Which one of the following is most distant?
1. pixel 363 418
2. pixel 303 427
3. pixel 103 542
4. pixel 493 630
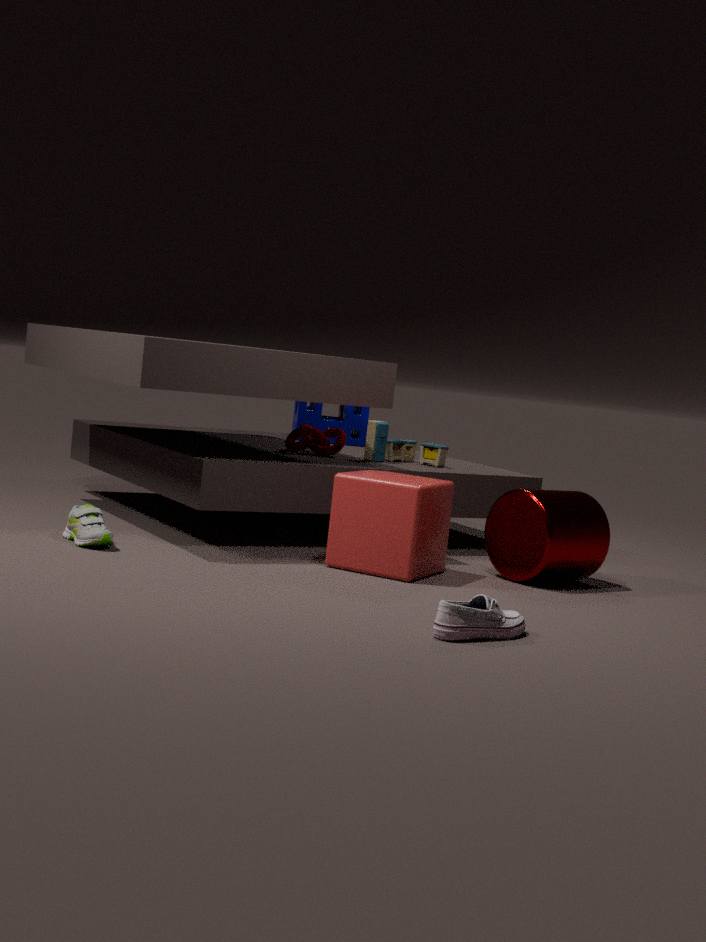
pixel 363 418
